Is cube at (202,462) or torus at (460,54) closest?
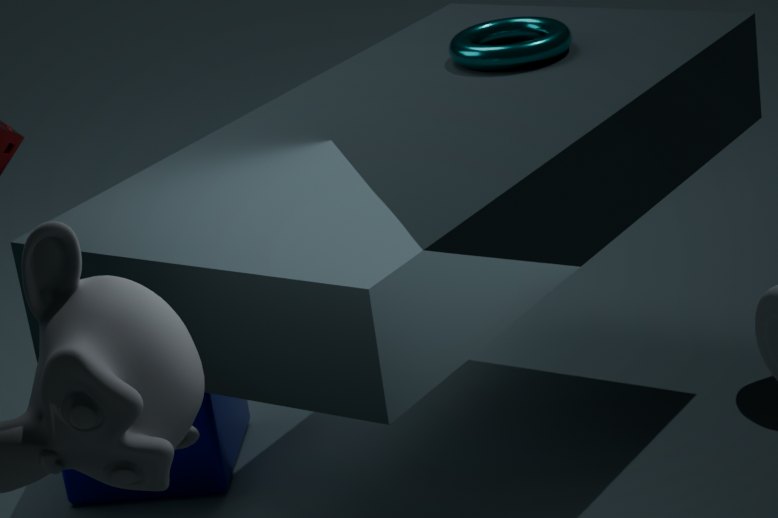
torus at (460,54)
